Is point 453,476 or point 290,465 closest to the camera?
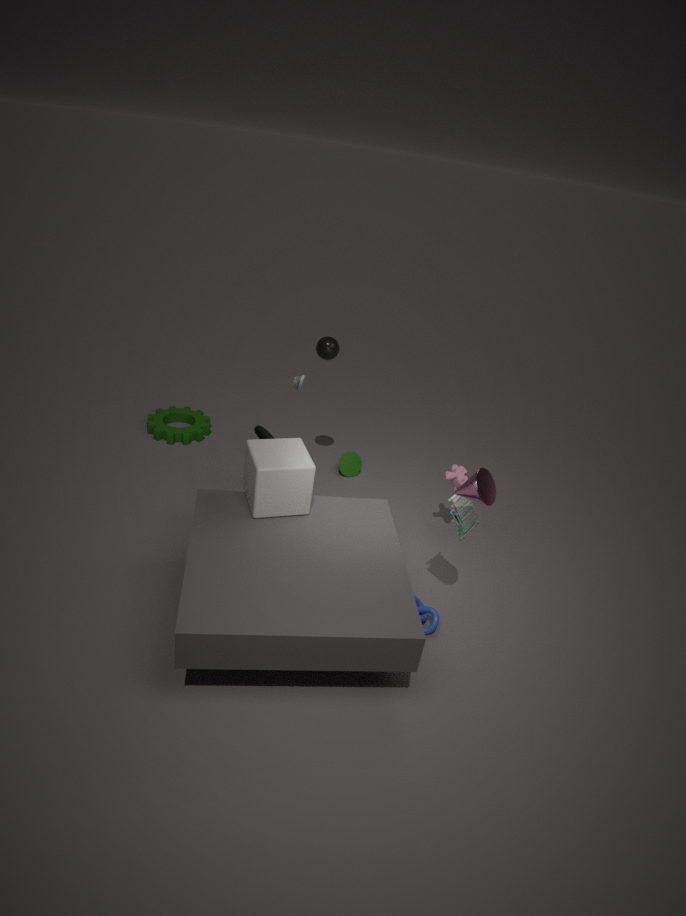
point 290,465
